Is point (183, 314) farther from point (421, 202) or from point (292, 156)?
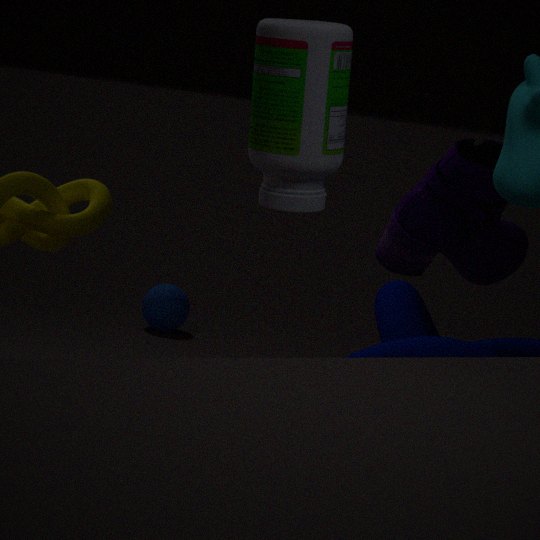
point (292, 156)
